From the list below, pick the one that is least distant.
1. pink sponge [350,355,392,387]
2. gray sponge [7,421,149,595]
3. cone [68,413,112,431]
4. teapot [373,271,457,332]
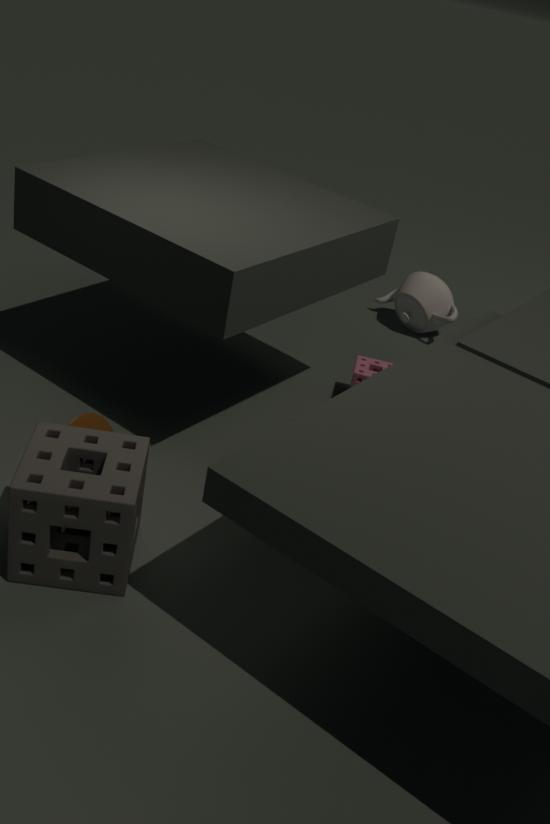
gray sponge [7,421,149,595]
